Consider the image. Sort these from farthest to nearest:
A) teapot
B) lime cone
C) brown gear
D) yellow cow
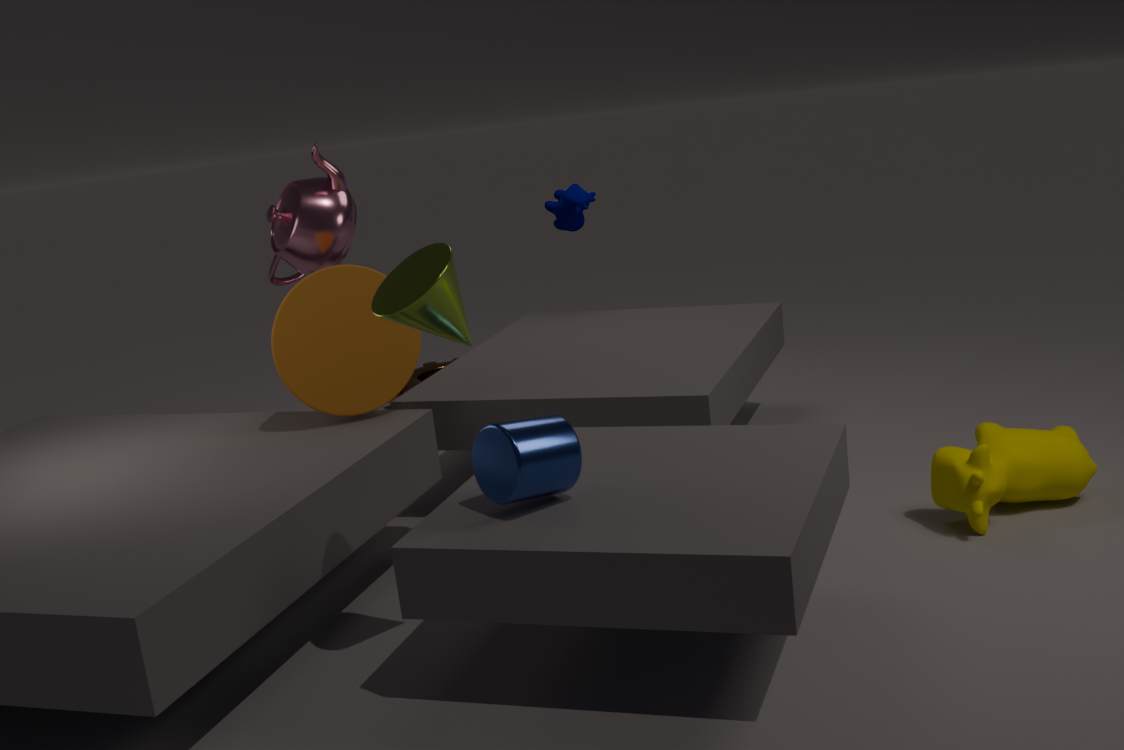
brown gear < teapot < yellow cow < lime cone
